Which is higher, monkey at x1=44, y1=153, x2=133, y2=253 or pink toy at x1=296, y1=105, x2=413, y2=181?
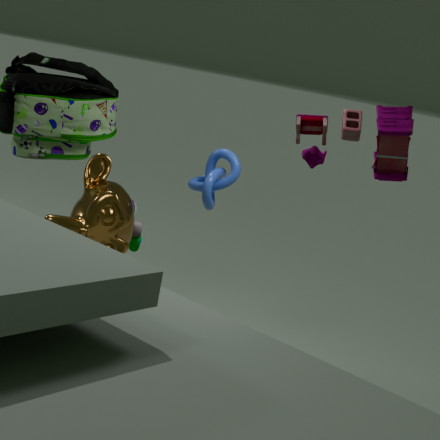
pink toy at x1=296, y1=105, x2=413, y2=181
